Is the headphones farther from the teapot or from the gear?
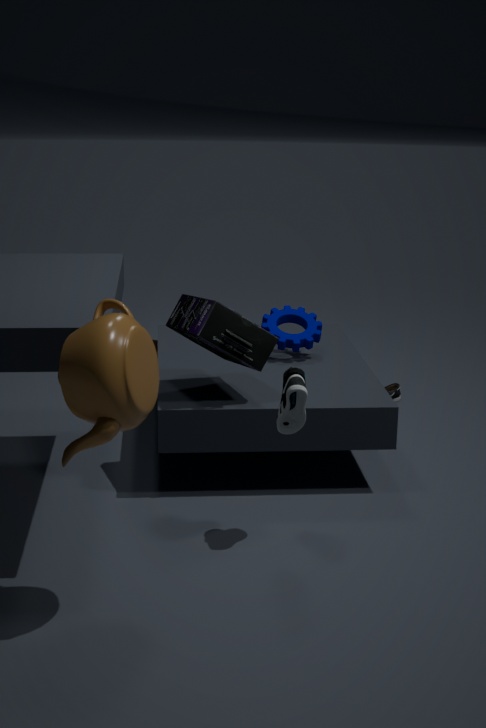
the teapot
